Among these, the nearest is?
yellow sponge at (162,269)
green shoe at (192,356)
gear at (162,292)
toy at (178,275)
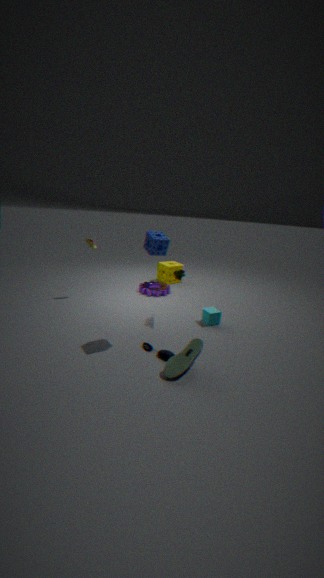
green shoe at (192,356)
